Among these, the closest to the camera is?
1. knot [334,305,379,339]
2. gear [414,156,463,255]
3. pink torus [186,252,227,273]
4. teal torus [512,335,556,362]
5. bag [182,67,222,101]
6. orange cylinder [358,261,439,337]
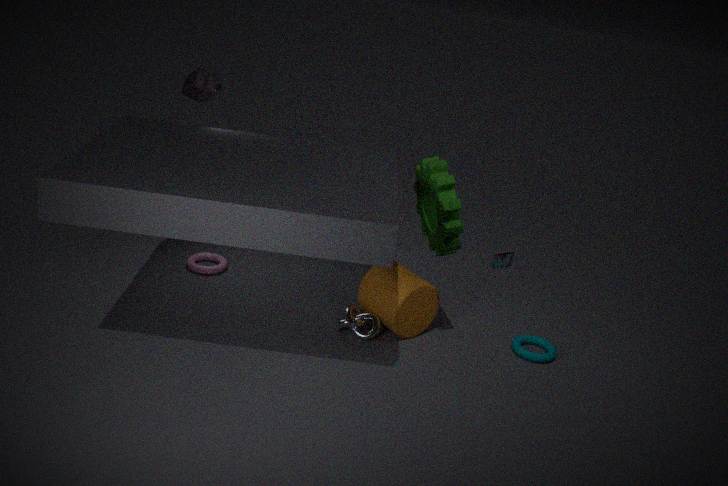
gear [414,156,463,255]
